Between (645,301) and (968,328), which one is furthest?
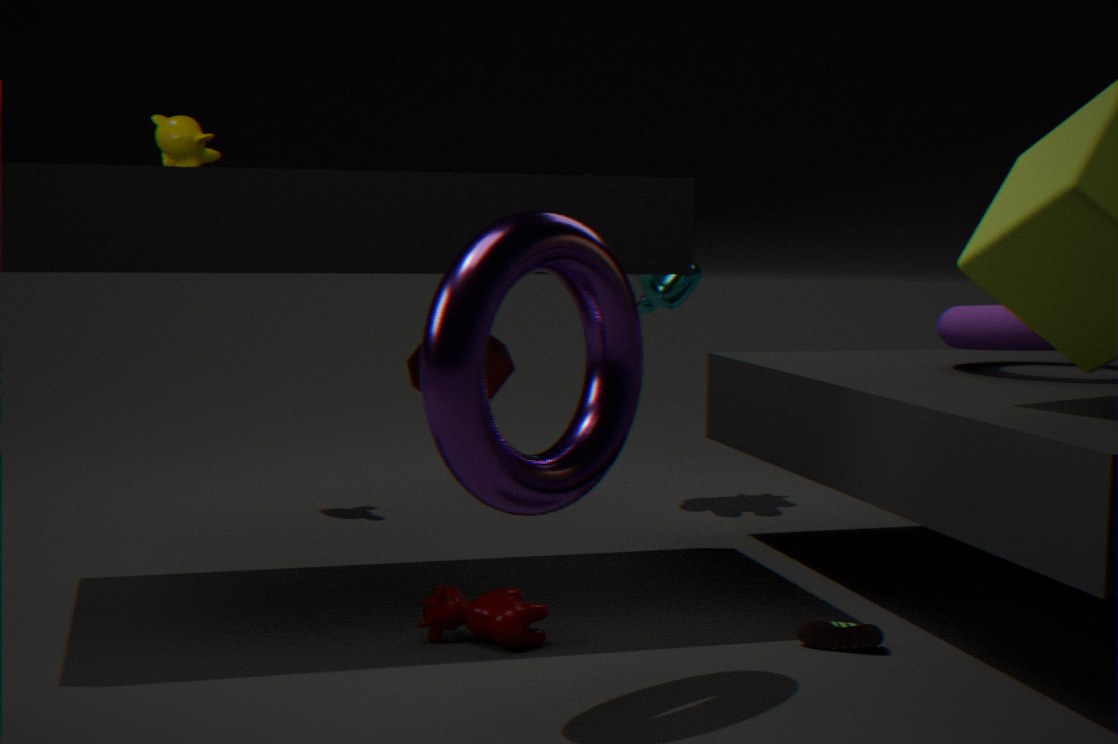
(645,301)
